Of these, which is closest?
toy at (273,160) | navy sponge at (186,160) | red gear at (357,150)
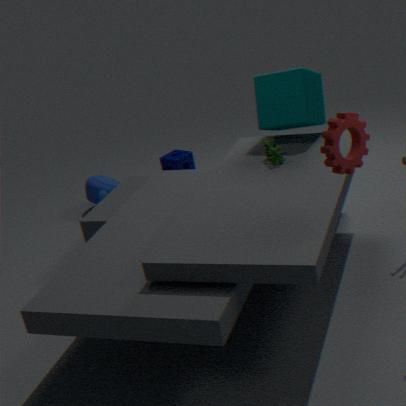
red gear at (357,150)
